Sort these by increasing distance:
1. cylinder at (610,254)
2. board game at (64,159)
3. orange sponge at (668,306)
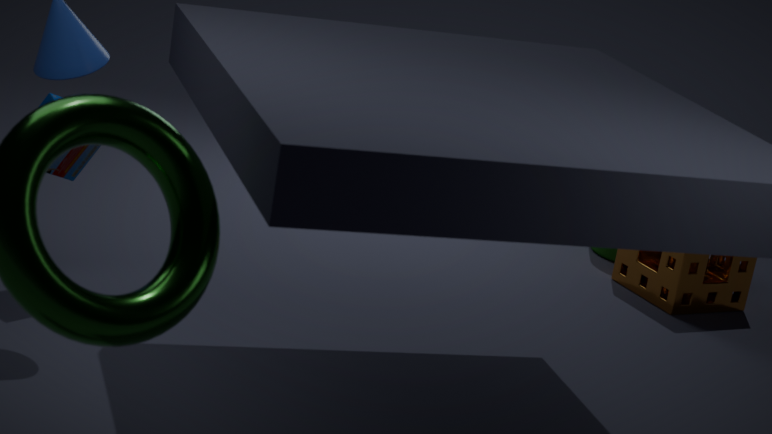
board game at (64,159), orange sponge at (668,306), cylinder at (610,254)
